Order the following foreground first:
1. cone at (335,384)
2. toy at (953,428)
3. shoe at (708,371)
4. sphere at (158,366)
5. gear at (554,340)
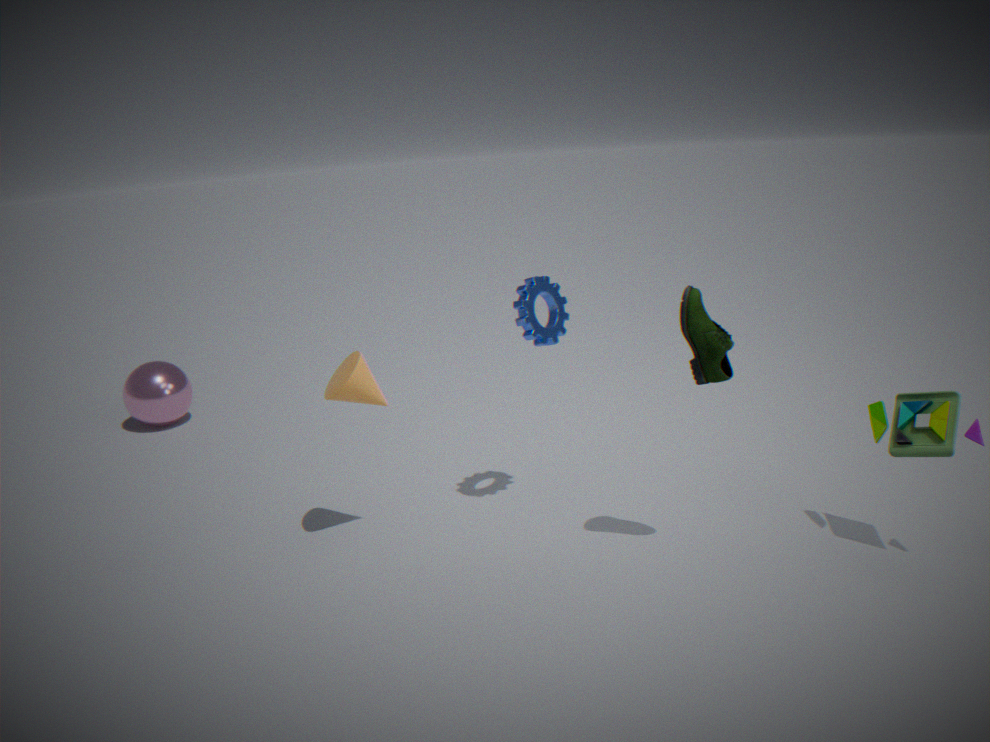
shoe at (708,371) → toy at (953,428) → cone at (335,384) → gear at (554,340) → sphere at (158,366)
